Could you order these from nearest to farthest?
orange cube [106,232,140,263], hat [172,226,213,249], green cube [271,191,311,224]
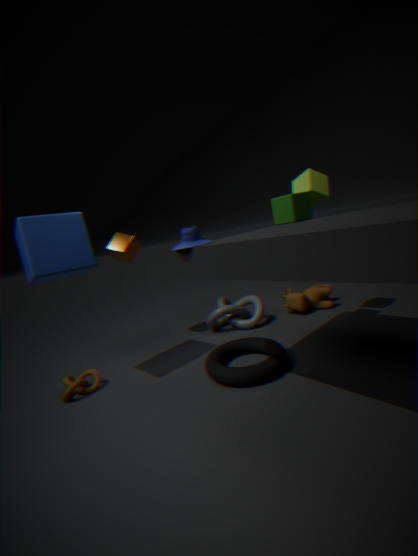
1. hat [172,226,213,249]
2. green cube [271,191,311,224]
3. orange cube [106,232,140,263]
